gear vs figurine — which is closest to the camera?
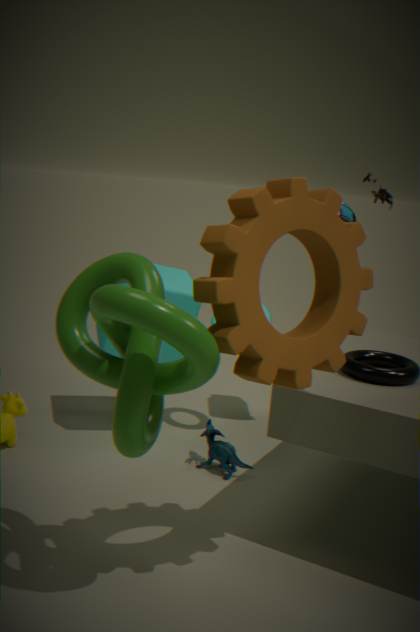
gear
